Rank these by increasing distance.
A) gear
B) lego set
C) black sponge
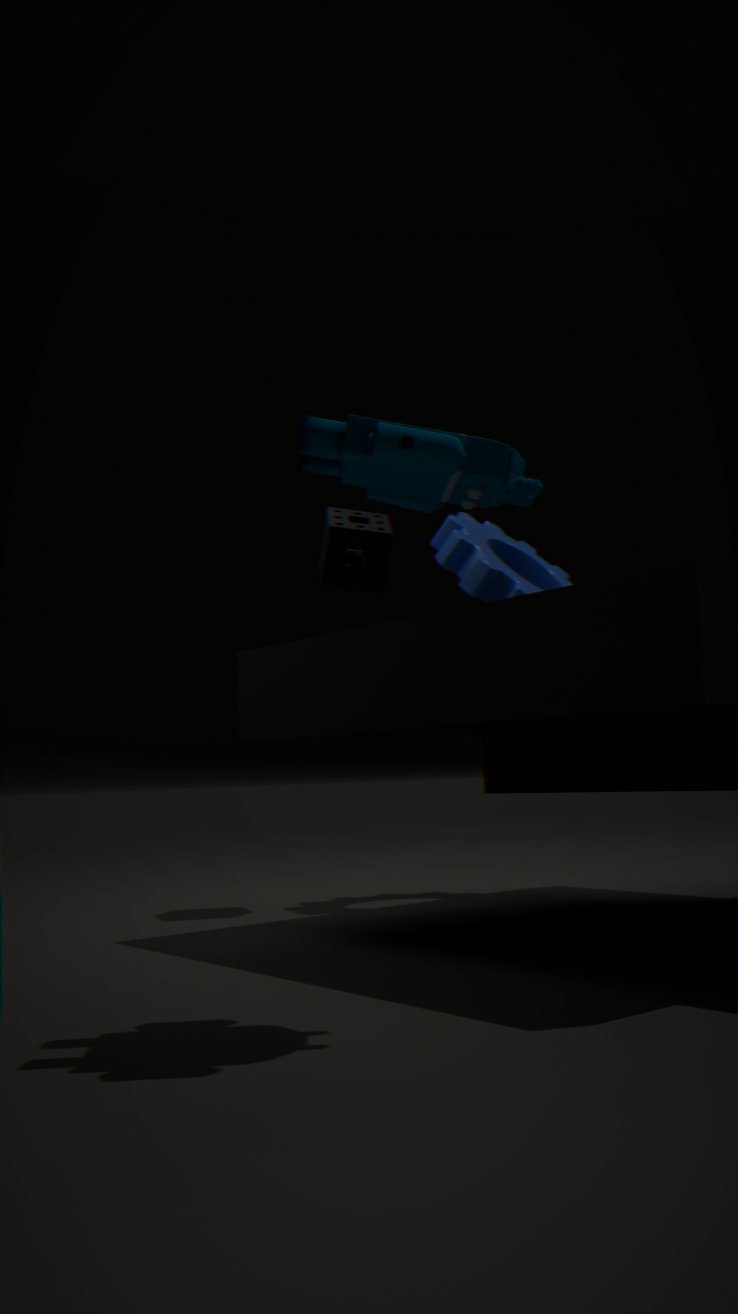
lego set
gear
black sponge
